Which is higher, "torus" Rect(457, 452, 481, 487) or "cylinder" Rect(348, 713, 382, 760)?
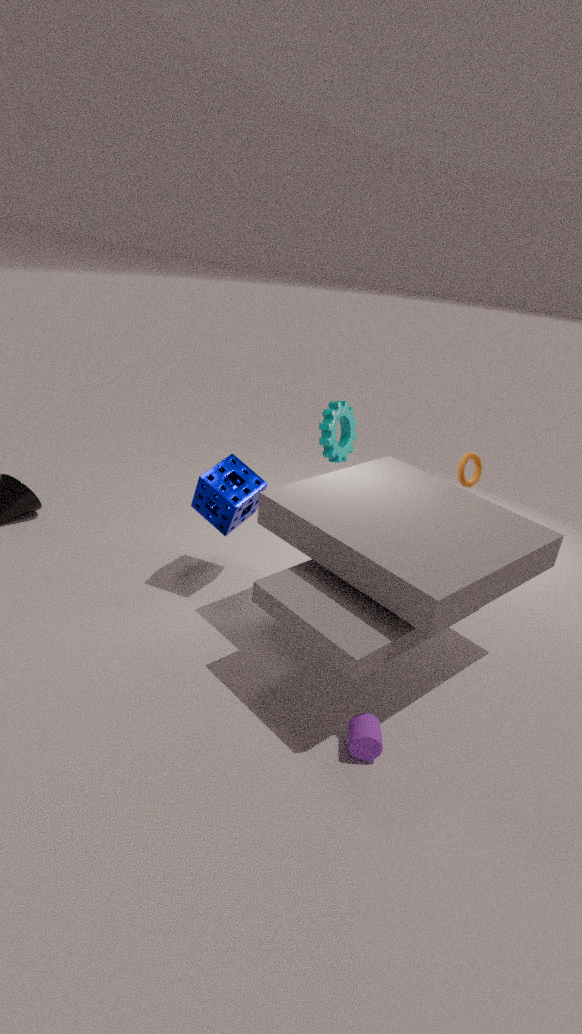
"torus" Rect(457, 452, 481, 487)
